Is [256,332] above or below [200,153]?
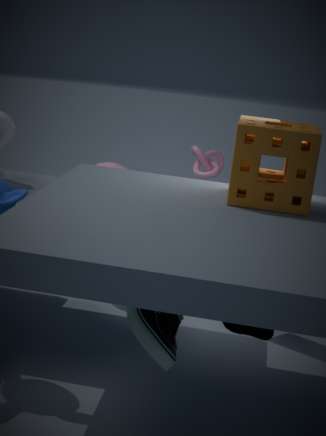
below
